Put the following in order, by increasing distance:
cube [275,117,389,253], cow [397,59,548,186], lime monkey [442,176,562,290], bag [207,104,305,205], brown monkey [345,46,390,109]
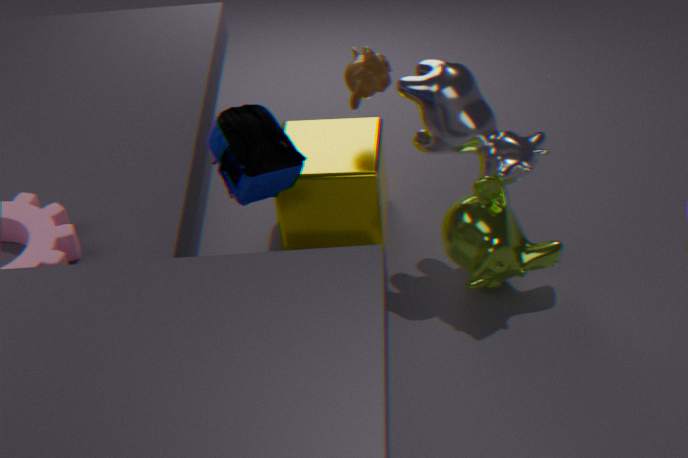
bag [207,104,305,205] → cow [397,59,548,186] → lime monkey [442,176,562,290] → brown monkey [345,46,390,109] → cube [275,117,389,253]
